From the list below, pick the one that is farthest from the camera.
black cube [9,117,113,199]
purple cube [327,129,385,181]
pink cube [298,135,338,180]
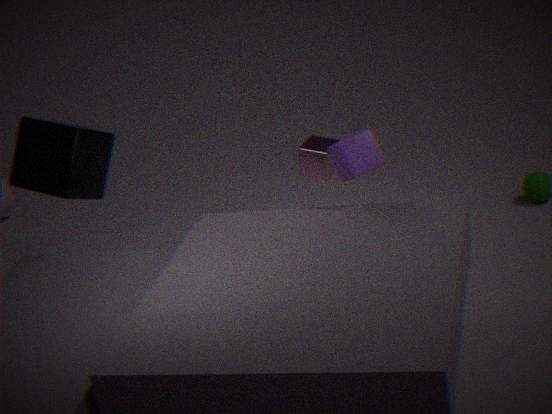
pink cube [298,135,338,180]
